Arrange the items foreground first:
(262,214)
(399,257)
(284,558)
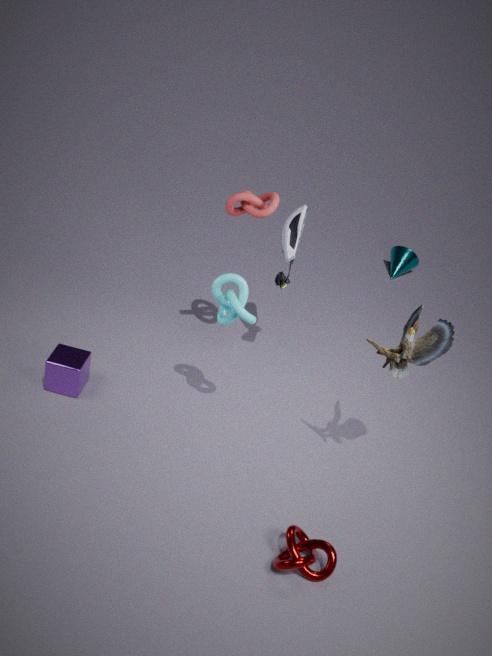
1. (284,558)
2. (262,214)
3. (399,257)
